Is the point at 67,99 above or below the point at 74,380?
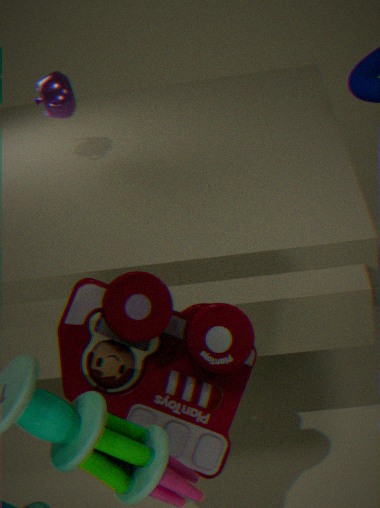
above
